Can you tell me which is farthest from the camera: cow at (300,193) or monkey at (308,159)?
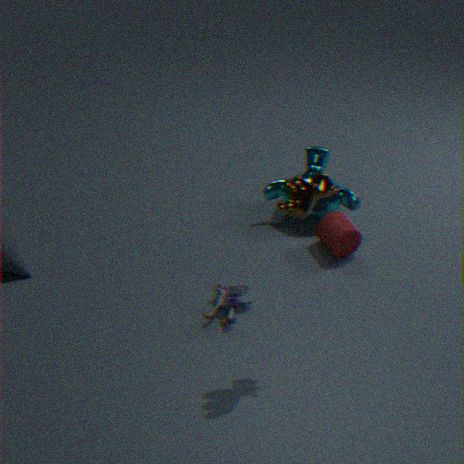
monkey at (308,159)
